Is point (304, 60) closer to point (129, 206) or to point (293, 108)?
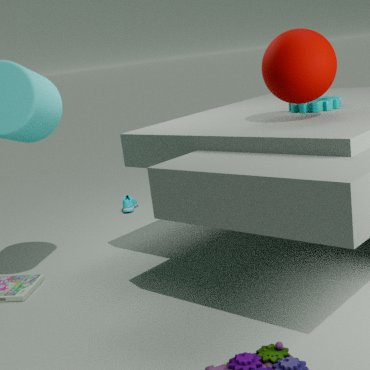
point (293, 108)
